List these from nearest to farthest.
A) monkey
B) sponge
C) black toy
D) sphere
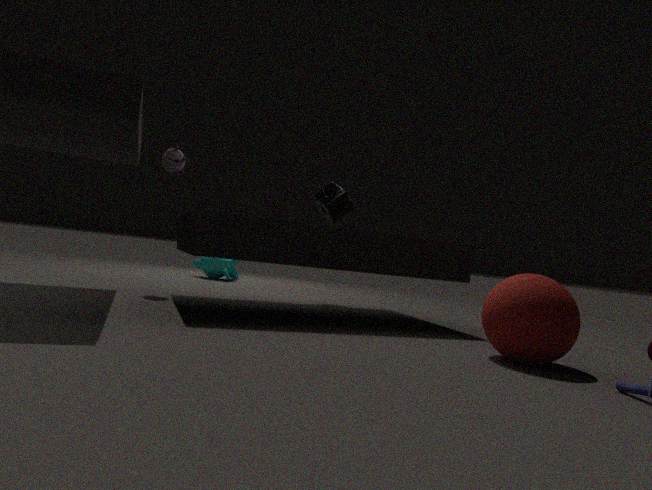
sphere
black toy
sponge
monkey
